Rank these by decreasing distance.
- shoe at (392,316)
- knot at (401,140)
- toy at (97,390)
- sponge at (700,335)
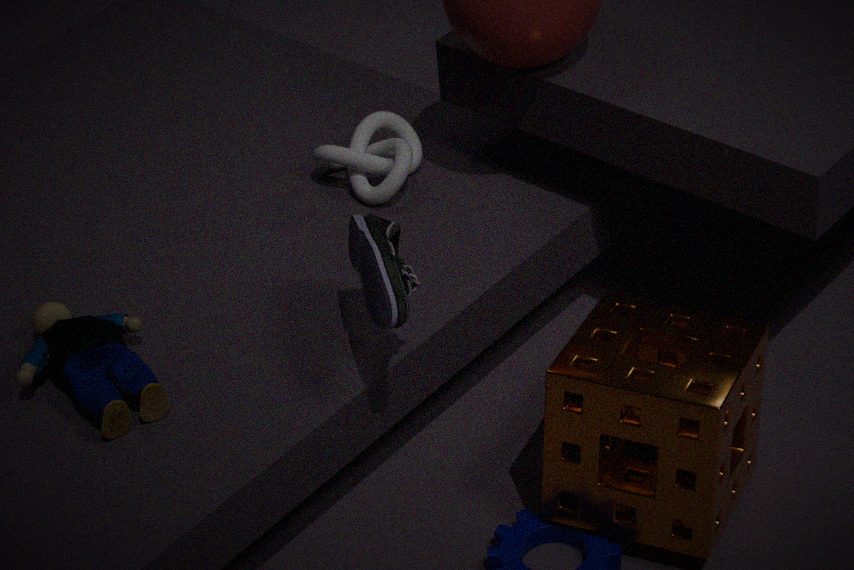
knot at (401,140) → toy at (97,390) → sponge at (700,335) → shoe at (392,316)
